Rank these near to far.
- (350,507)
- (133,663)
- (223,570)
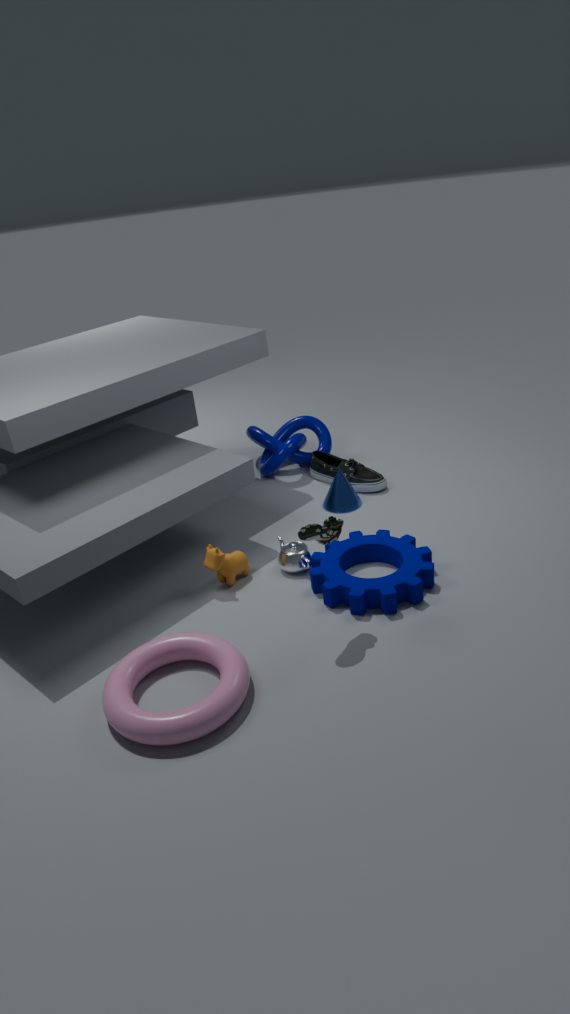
(133,663) → (223,570) → (350,507)
